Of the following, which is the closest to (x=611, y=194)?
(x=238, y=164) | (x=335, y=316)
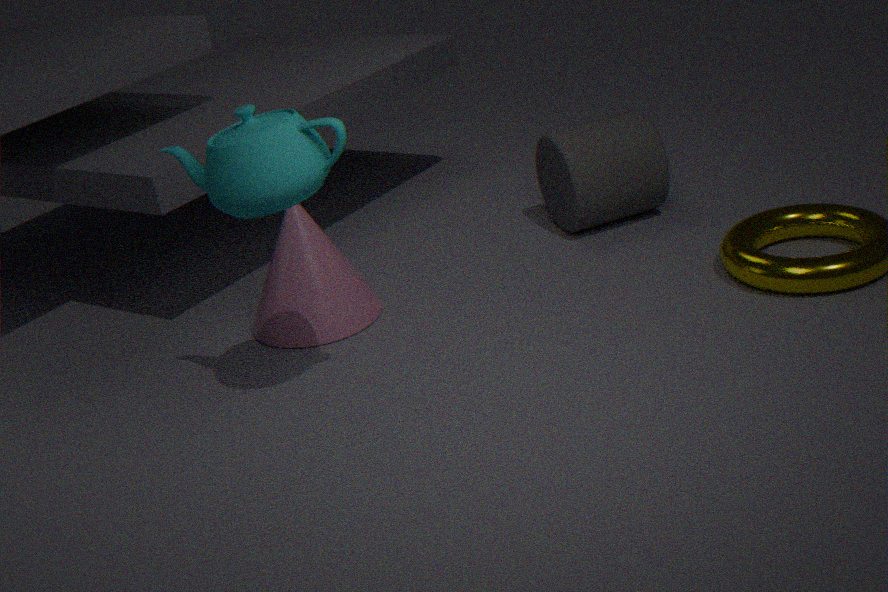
(x=335, y=316)
